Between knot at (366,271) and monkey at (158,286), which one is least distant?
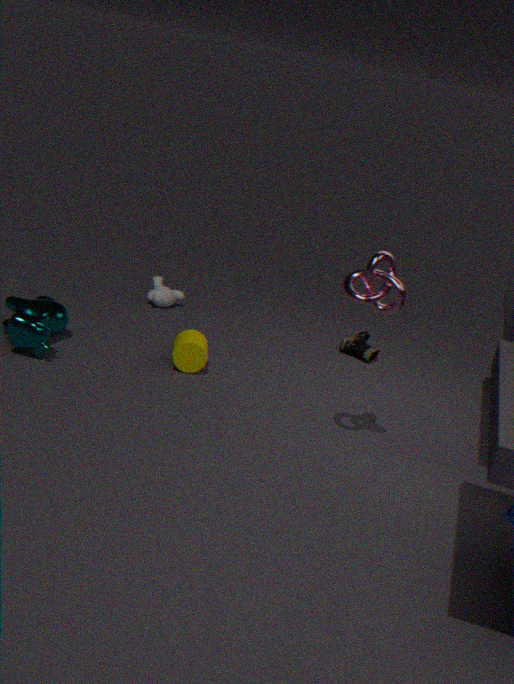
knot at (366,271)
